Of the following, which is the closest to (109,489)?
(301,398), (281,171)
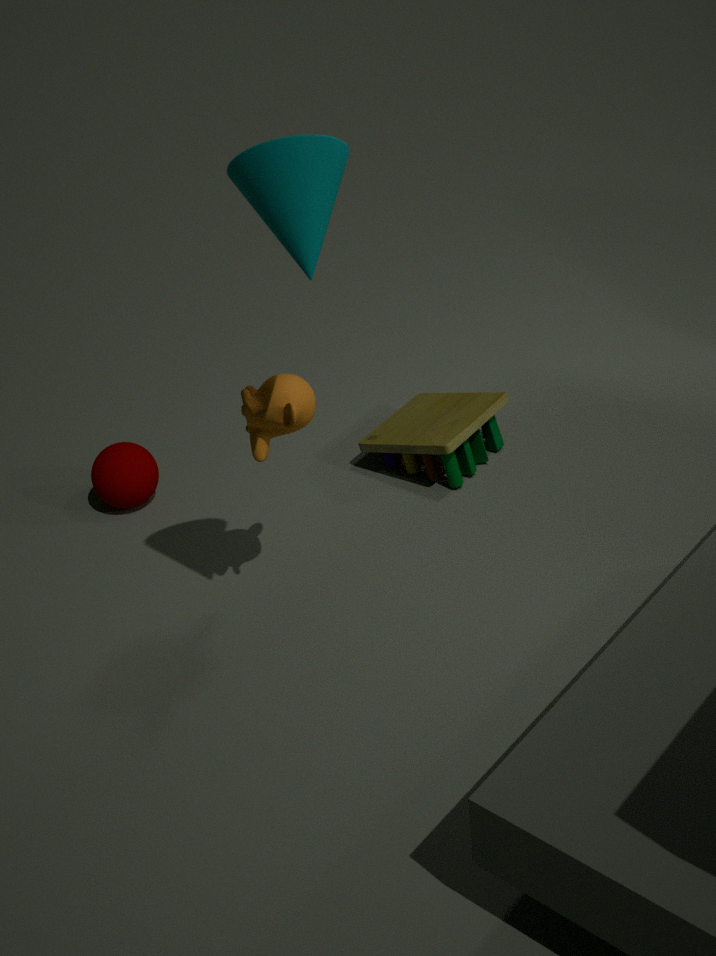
(301,398)
